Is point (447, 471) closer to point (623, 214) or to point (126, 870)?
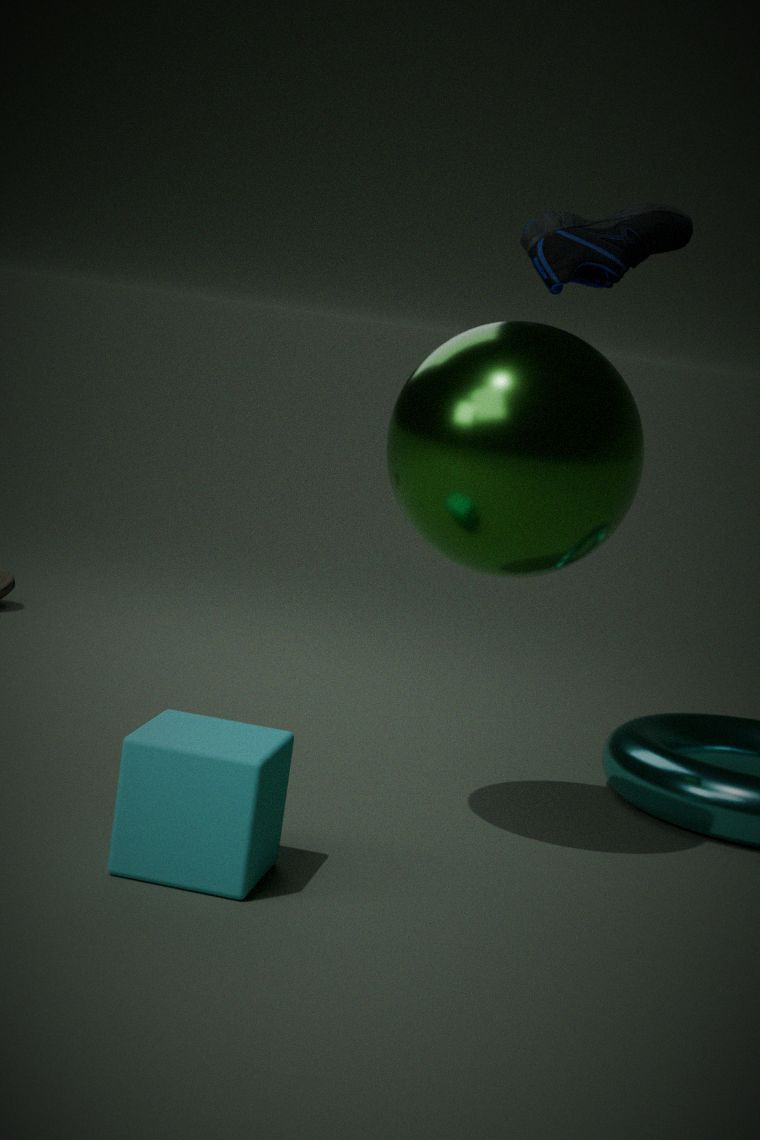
point (623, 214)
